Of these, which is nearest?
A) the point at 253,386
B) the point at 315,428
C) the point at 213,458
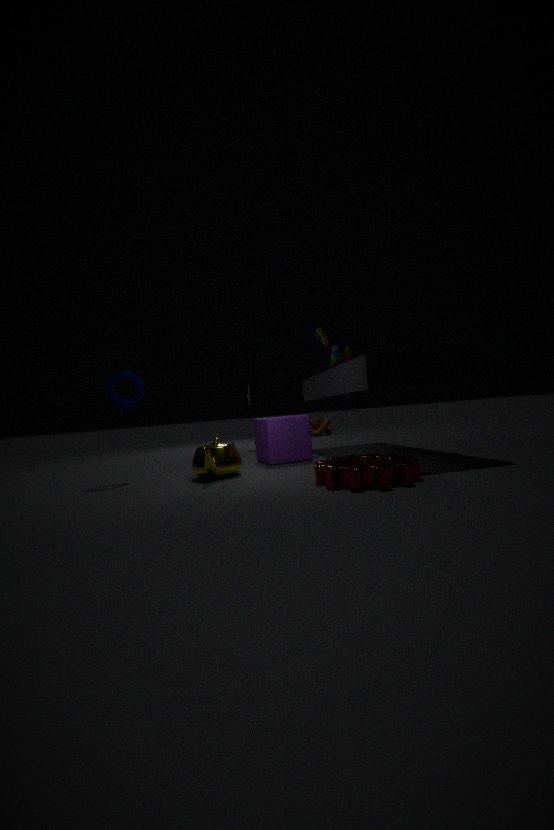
the point at 213,458
